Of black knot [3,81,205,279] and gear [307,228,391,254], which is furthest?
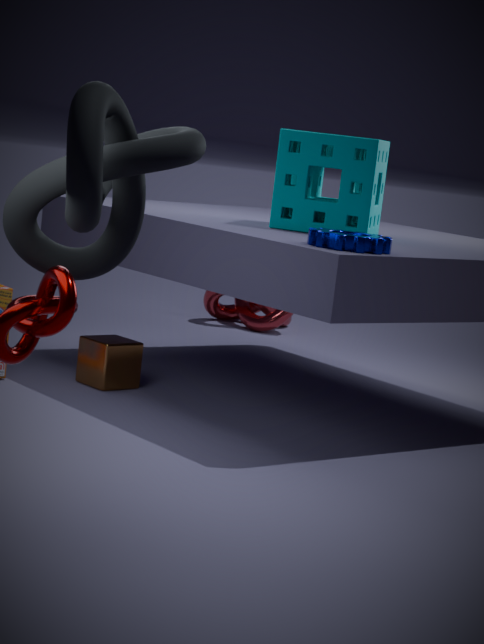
gear [307,228,391,254]
